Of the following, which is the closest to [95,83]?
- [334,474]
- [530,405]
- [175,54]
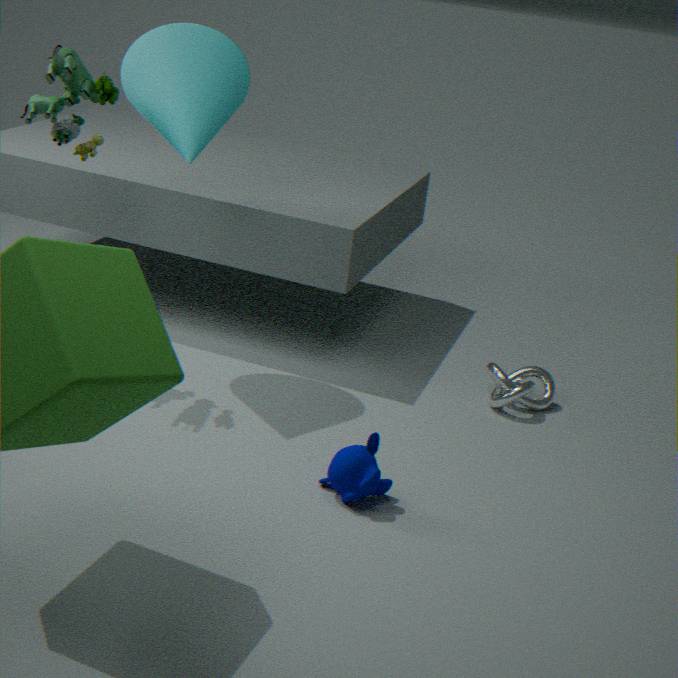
[175,54]
